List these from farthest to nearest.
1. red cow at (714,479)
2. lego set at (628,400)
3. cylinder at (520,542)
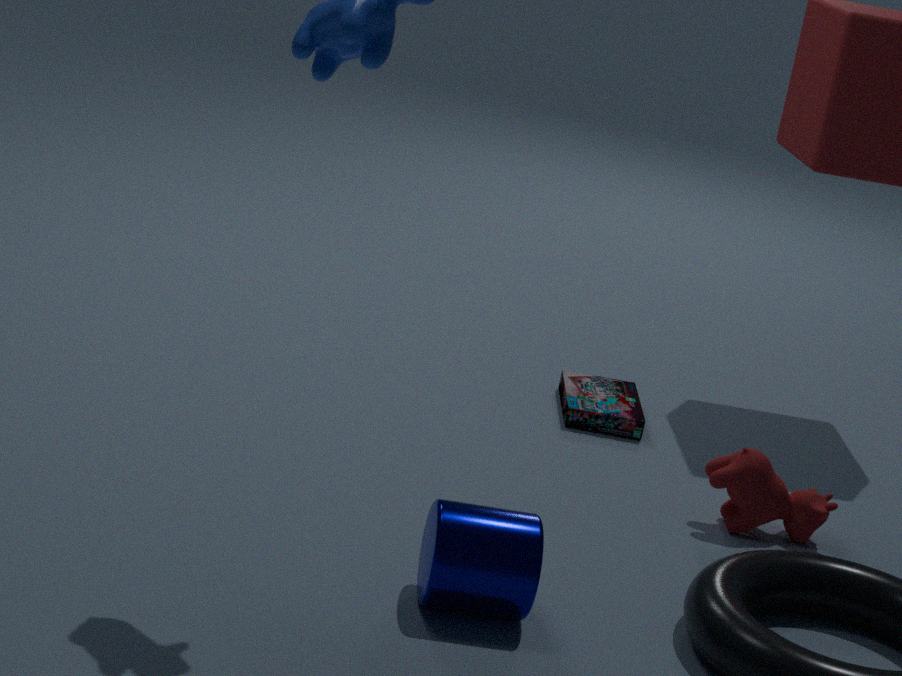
1. lego set at (628,400)
2. red cow at (714,479)
3. cylinder at (520,542)
